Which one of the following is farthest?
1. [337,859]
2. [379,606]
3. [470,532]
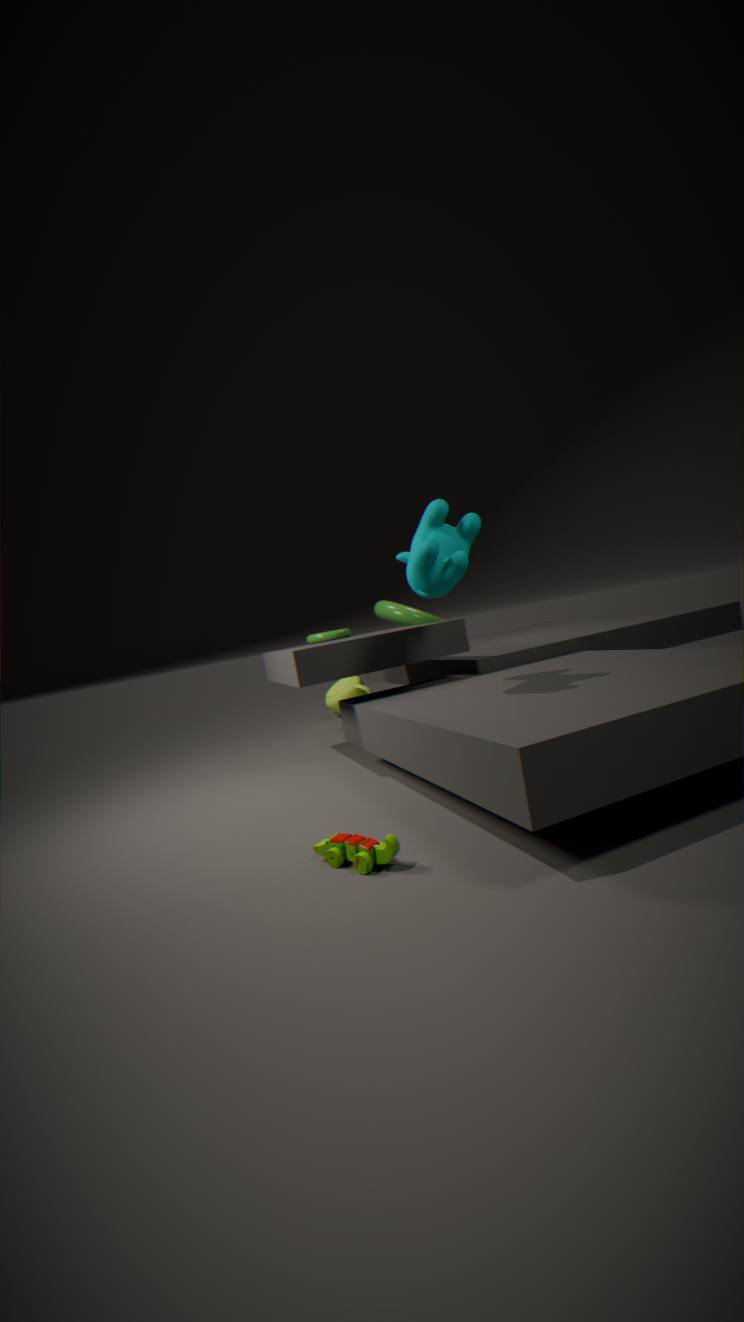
[379,606]
